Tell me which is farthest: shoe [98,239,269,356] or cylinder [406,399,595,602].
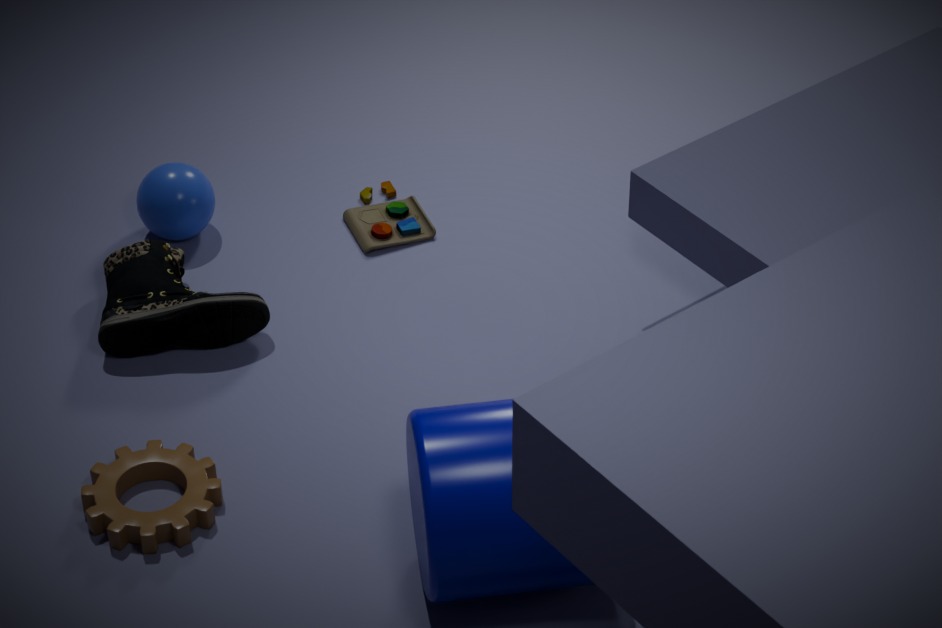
shoe [98,239,269,356]
